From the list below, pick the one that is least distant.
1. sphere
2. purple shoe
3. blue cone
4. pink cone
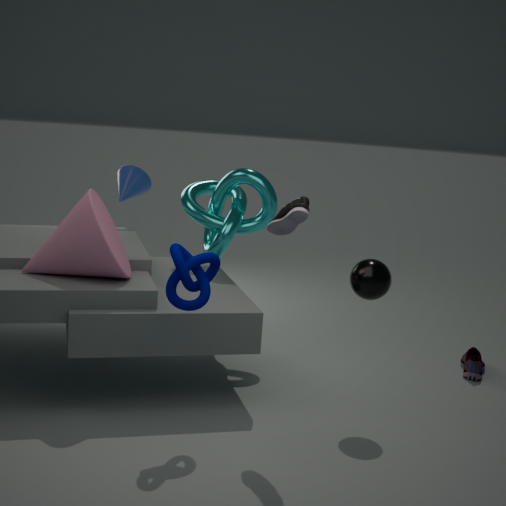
pink cone
